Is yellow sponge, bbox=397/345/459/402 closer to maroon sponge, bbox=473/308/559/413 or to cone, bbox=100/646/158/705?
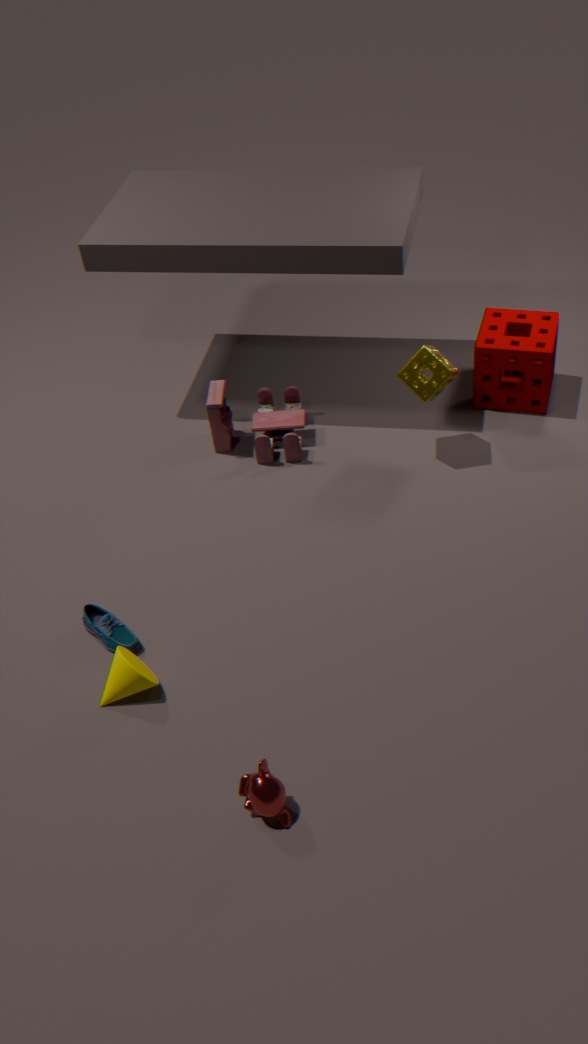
maroon sponge, bbox=473/308/559/413
